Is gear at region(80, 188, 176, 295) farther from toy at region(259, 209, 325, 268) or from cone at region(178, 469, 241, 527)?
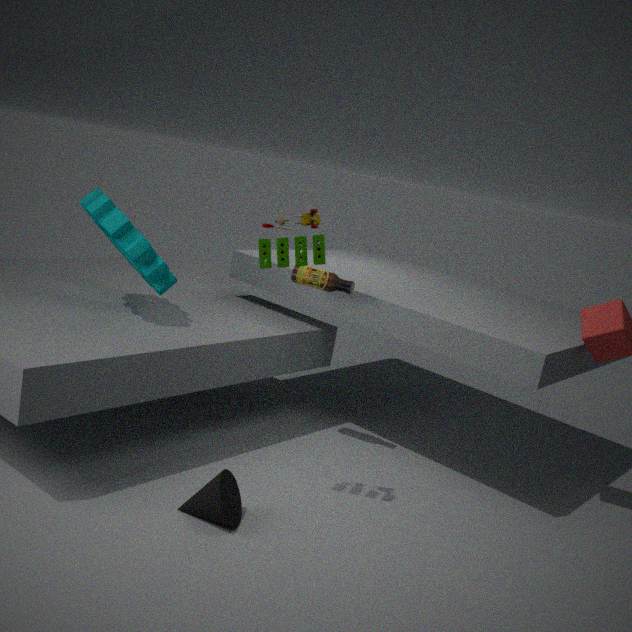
cone at region(178, 469, 241, 527)
